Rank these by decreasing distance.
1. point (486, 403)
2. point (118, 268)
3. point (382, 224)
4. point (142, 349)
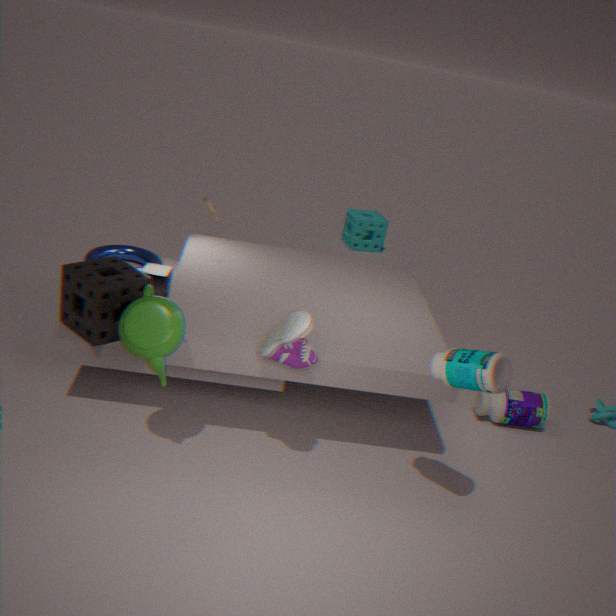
1. point (382, 224)
2. point (486, 403)
3. point (118, 268)
4. point (142, 349)
